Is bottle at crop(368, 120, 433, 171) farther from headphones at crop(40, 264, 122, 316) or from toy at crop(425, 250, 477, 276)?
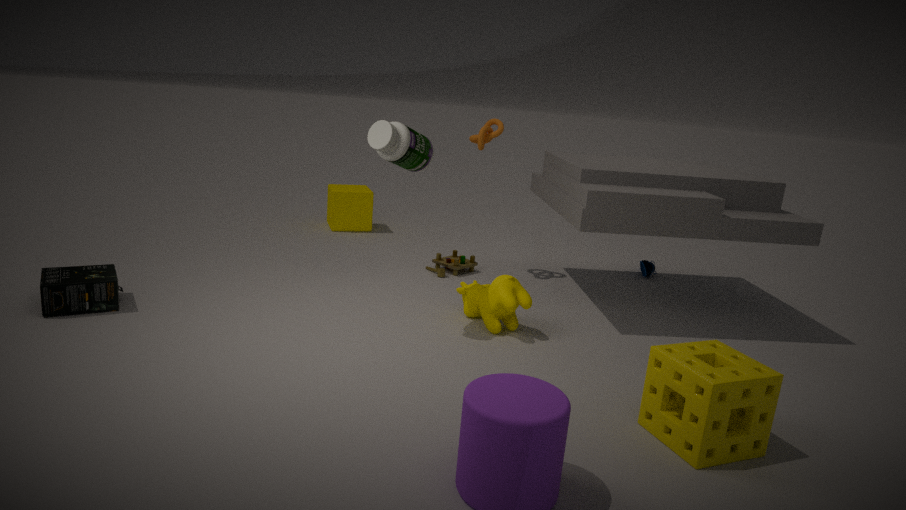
headphones at crop(40, 264, 122, 316)
